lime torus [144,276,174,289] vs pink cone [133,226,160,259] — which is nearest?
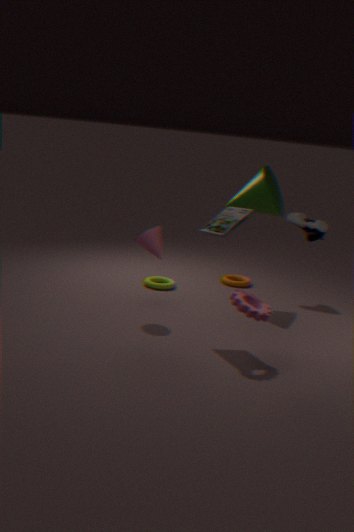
pink cone [133,226,160,259]
